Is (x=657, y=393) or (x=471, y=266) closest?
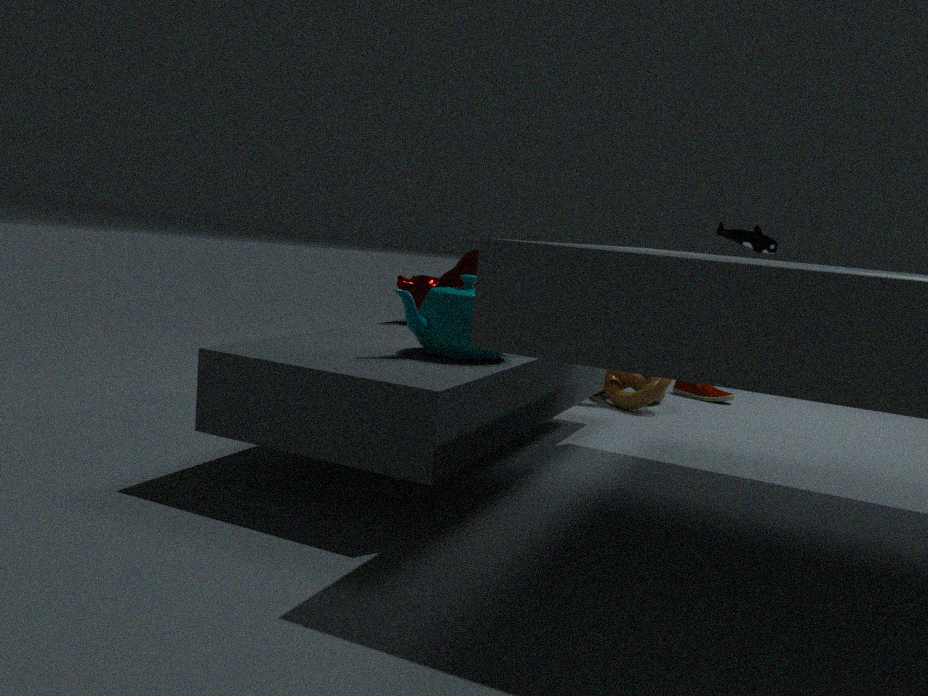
(x=471, y=266)
